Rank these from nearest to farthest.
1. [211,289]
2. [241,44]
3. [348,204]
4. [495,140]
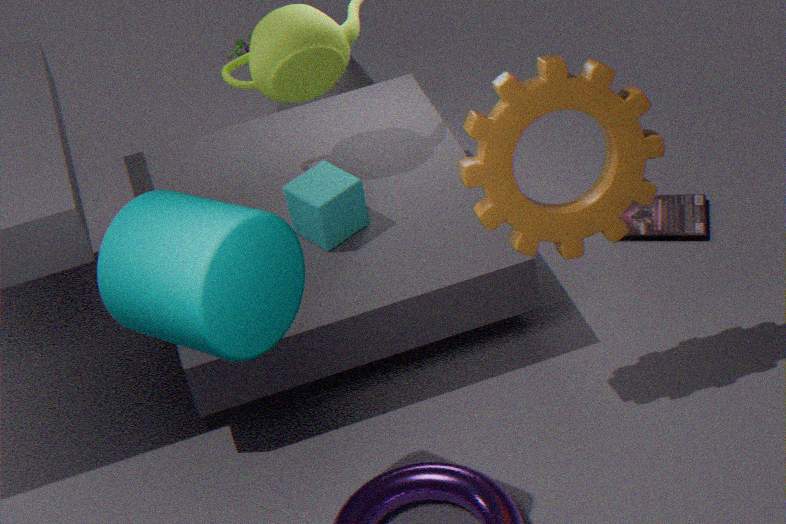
[211,289], [495,140], [348,204], [241,44]
